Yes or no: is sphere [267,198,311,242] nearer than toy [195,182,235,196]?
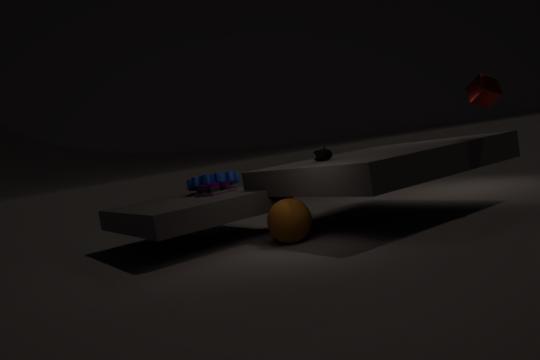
Yes
